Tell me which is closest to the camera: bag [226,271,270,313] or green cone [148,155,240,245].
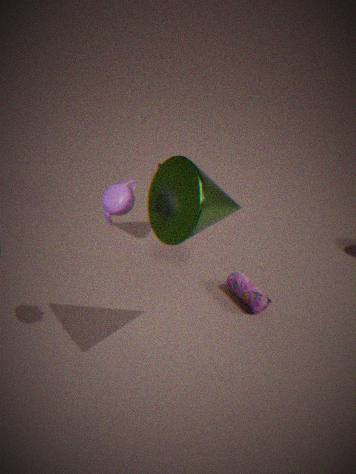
green cone [148,155,240,245]
